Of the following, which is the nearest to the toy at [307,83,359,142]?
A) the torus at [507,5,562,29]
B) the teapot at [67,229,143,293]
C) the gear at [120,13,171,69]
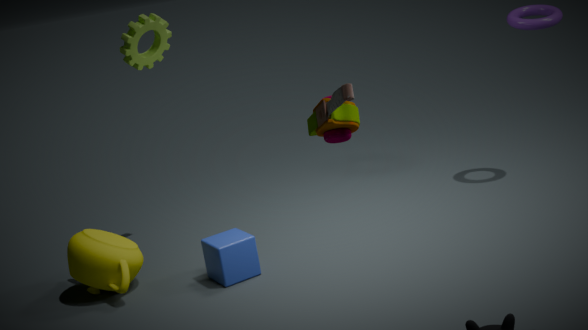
the teapot at [67,229,143,293]
